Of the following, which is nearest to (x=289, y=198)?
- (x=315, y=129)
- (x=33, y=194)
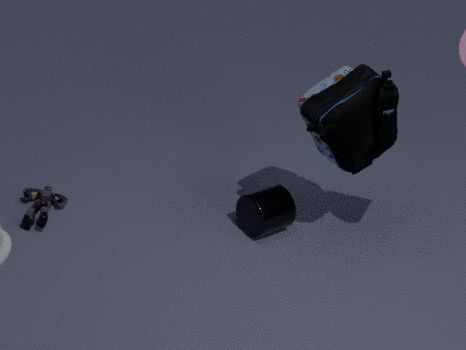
(x=315, y=129)
